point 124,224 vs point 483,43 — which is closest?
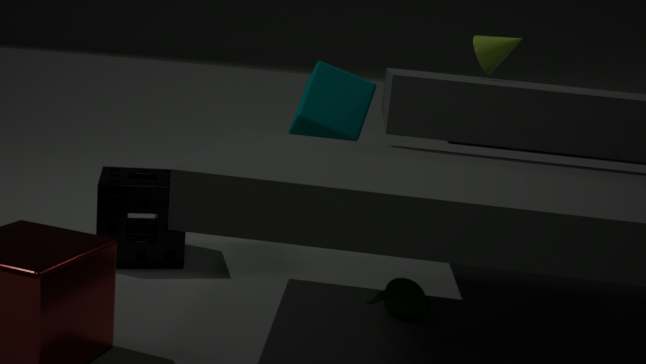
point 124,224
